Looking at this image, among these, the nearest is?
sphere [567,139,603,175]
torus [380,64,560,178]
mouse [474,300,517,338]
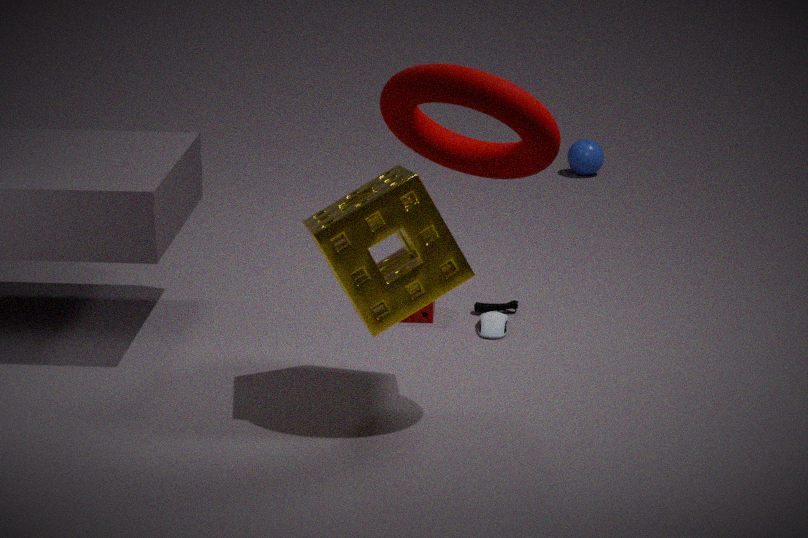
torus [380,64,560,178]
